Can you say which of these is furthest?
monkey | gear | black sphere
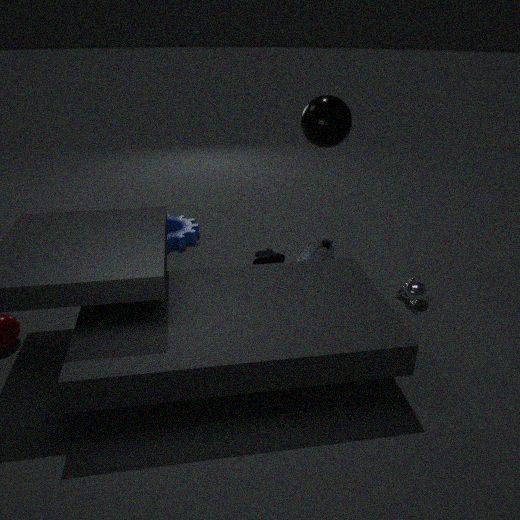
gear
